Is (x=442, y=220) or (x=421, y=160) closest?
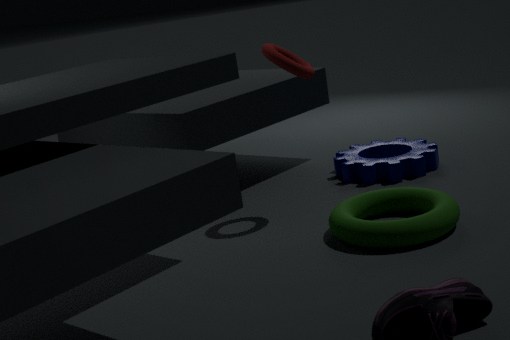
(x=442, y=220)
